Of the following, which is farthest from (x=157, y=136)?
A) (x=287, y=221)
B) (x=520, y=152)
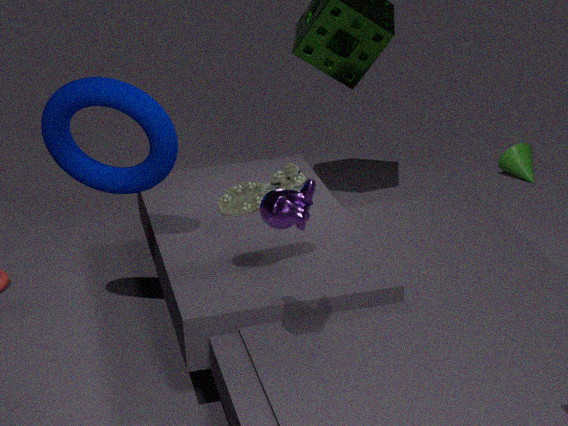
(x=520, y=152)
